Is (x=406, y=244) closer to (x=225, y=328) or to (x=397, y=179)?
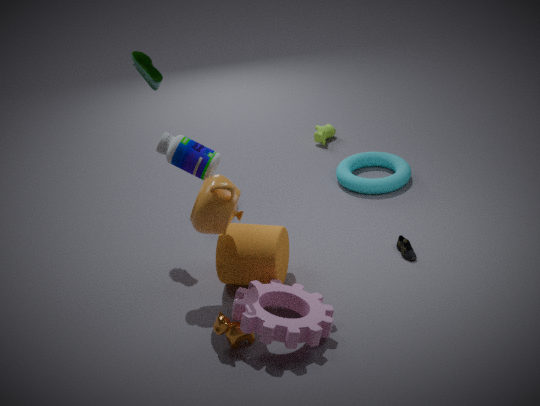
(x=397, y=179)
